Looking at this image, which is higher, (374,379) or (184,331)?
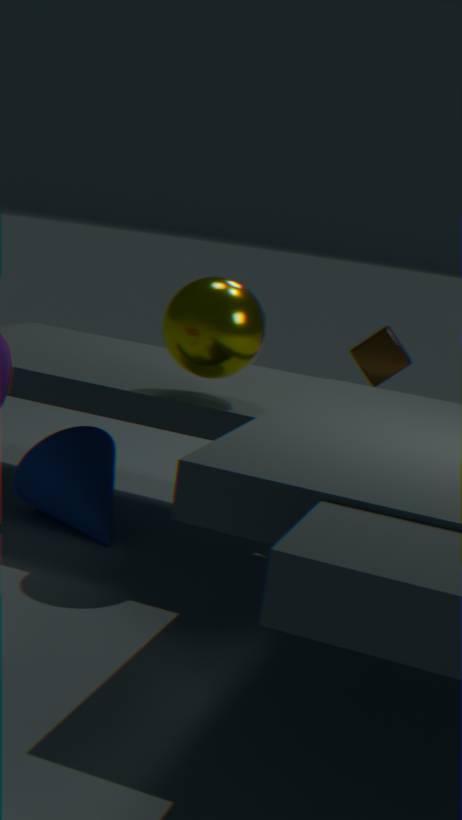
(184,331)
